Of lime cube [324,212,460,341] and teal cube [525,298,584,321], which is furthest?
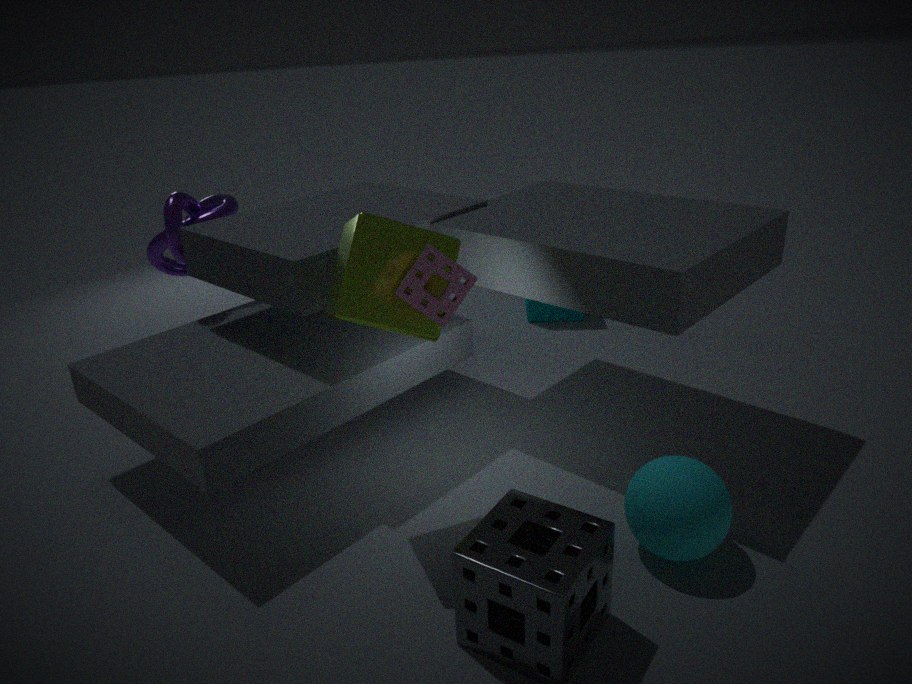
teal cube [525,298,584,321]
